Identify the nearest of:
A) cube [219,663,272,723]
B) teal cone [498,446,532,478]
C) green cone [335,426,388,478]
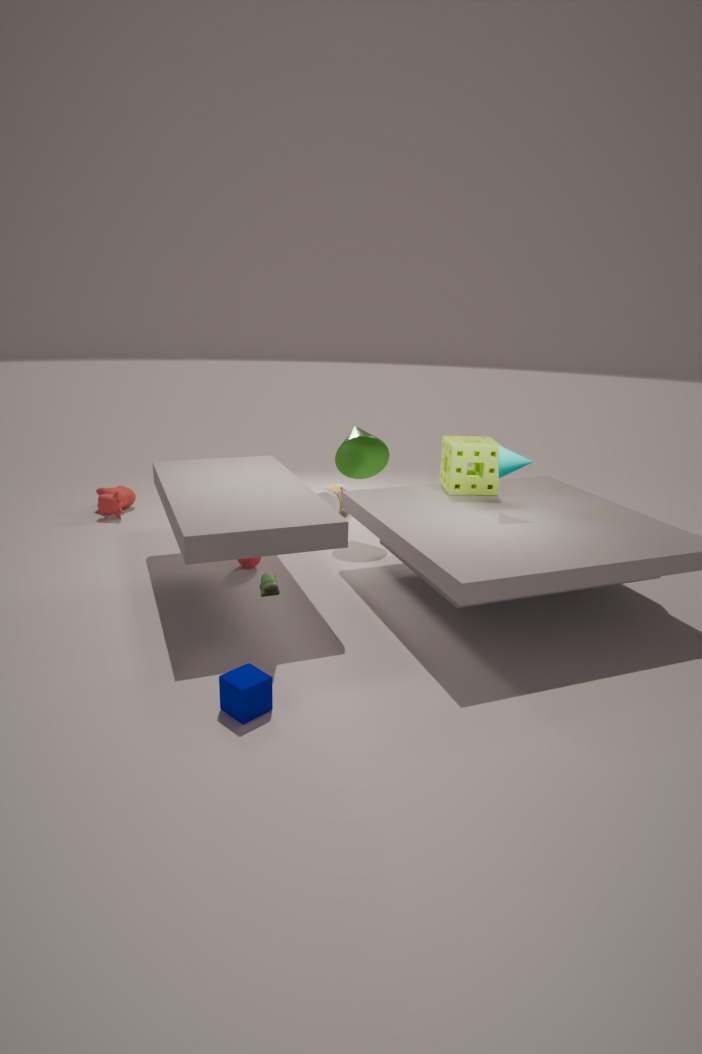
cube [219,663,272,723]
